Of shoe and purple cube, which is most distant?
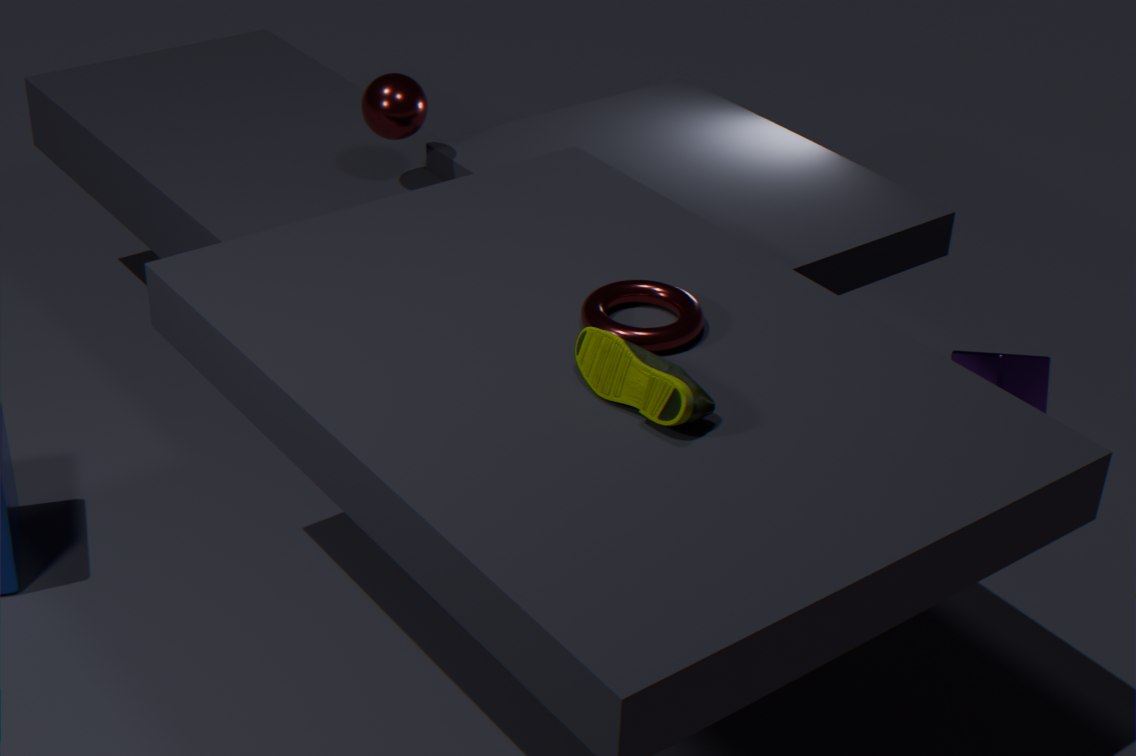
purple cube
